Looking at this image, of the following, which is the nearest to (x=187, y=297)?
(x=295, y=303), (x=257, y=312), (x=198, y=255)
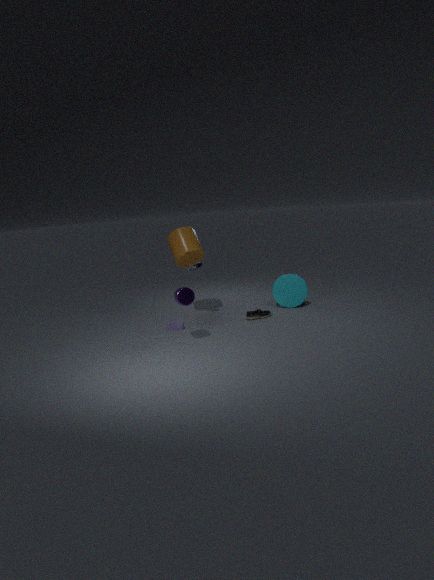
(x=198, y=255)
